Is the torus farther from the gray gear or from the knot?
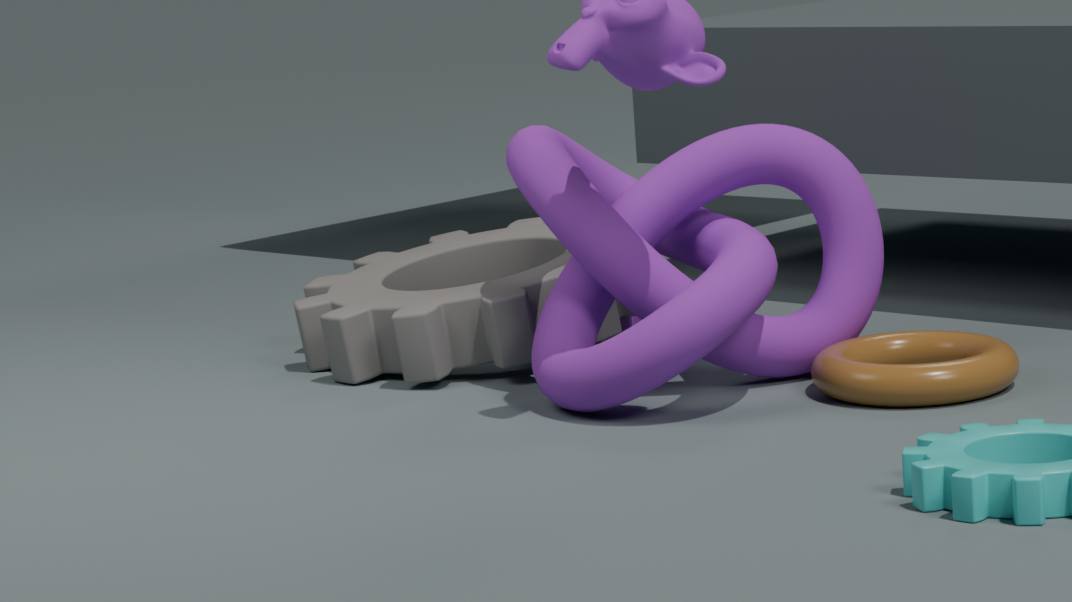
the gray gear
